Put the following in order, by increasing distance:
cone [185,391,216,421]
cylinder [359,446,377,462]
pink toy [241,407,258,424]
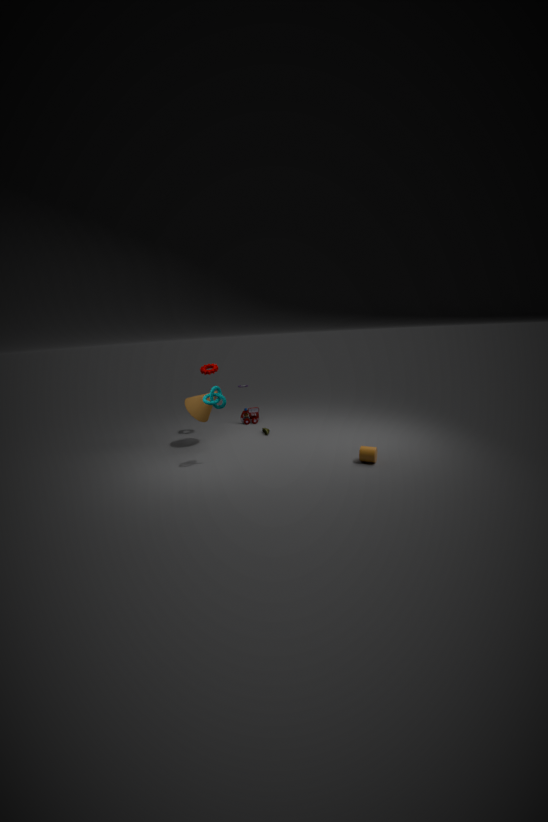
cylinder [359,446,377,462] < cone [185,391,216,421] < pink toy [241,407,258,424]
